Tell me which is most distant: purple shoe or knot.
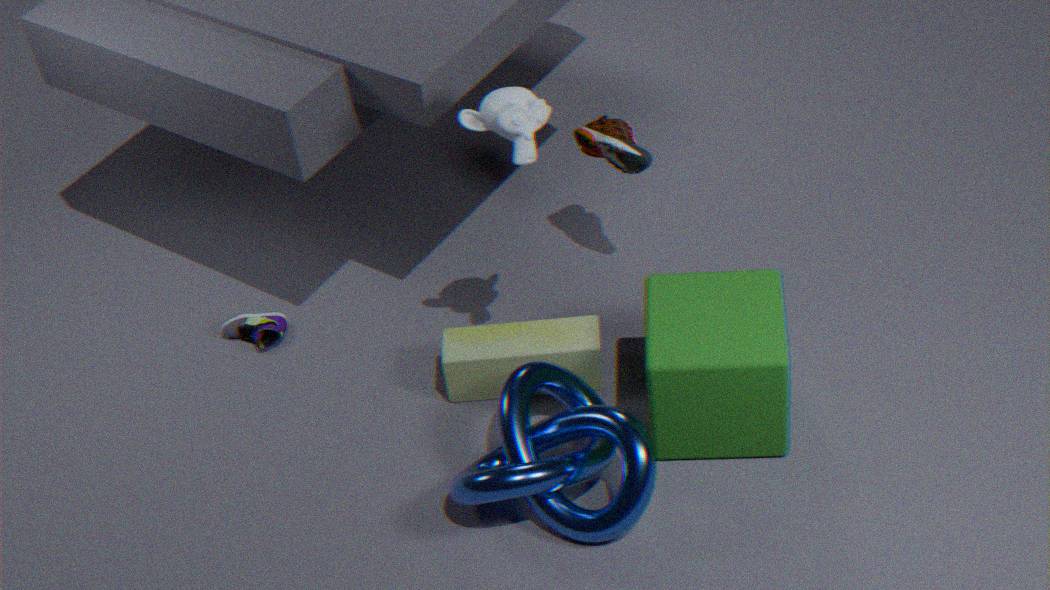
purple shoe
